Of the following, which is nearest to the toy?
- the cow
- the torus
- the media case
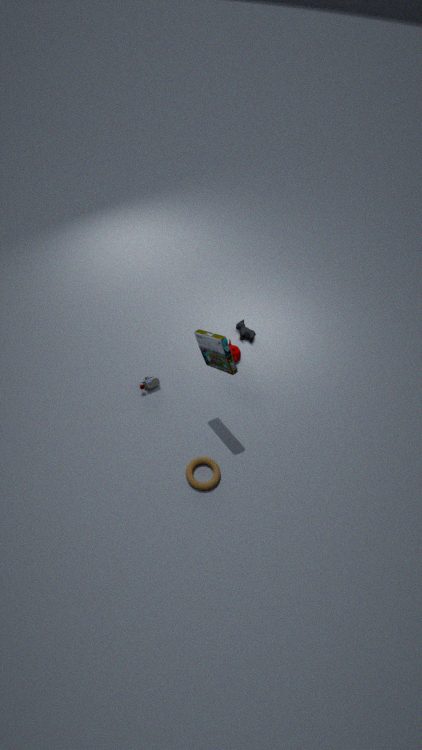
the media case
